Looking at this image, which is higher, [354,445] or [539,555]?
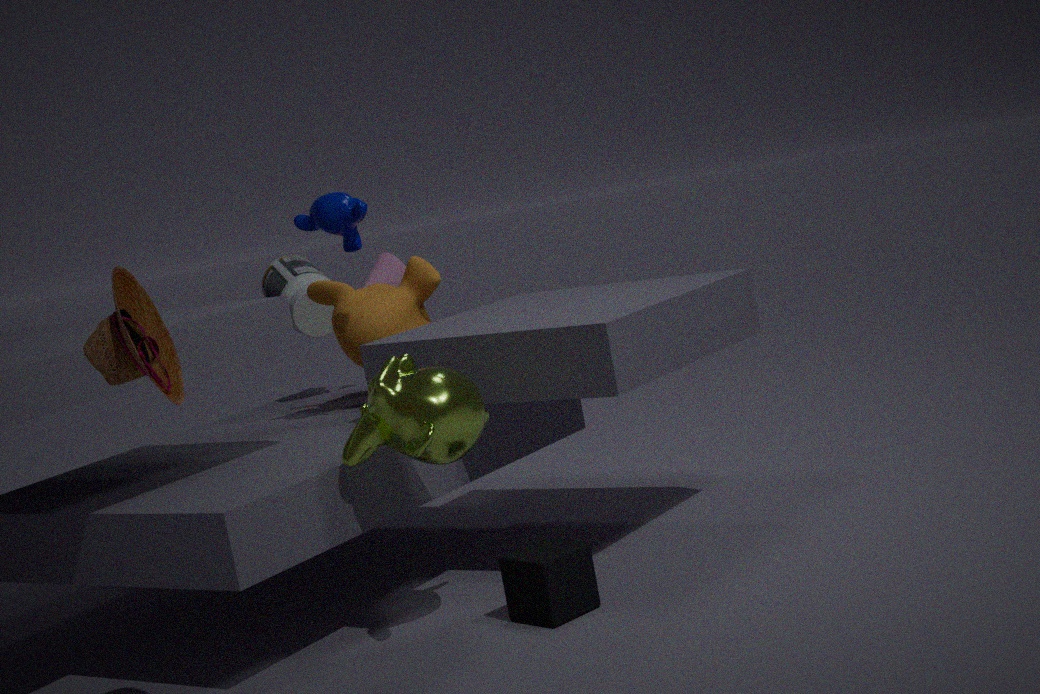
[354,445]
